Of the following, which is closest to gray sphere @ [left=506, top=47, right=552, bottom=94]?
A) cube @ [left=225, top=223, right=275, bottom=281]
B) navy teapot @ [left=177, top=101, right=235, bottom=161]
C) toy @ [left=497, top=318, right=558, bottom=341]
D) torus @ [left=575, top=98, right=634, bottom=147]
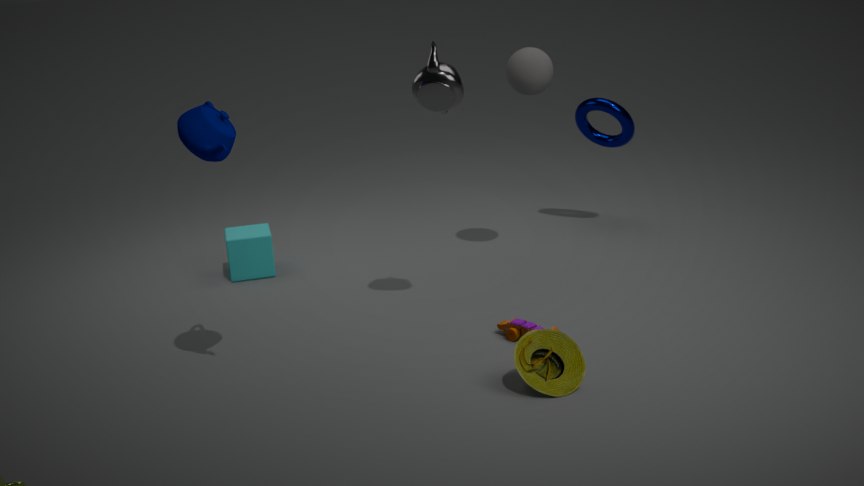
torus @ [left=575, top=98, right=634, bottom=147]
